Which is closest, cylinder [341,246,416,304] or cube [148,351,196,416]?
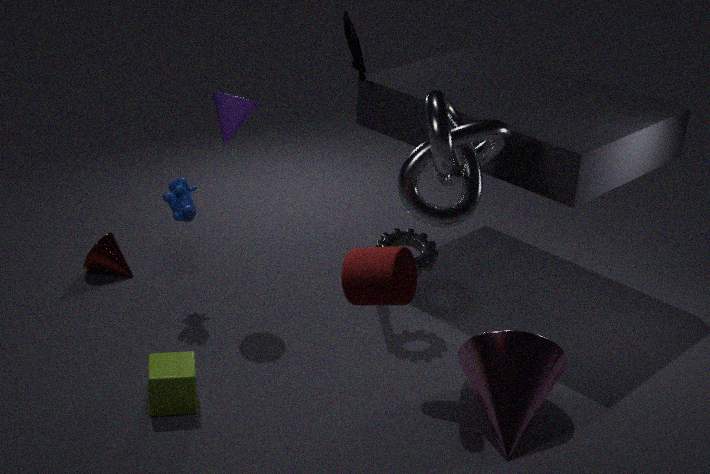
cylinder [341,246,416,304]
